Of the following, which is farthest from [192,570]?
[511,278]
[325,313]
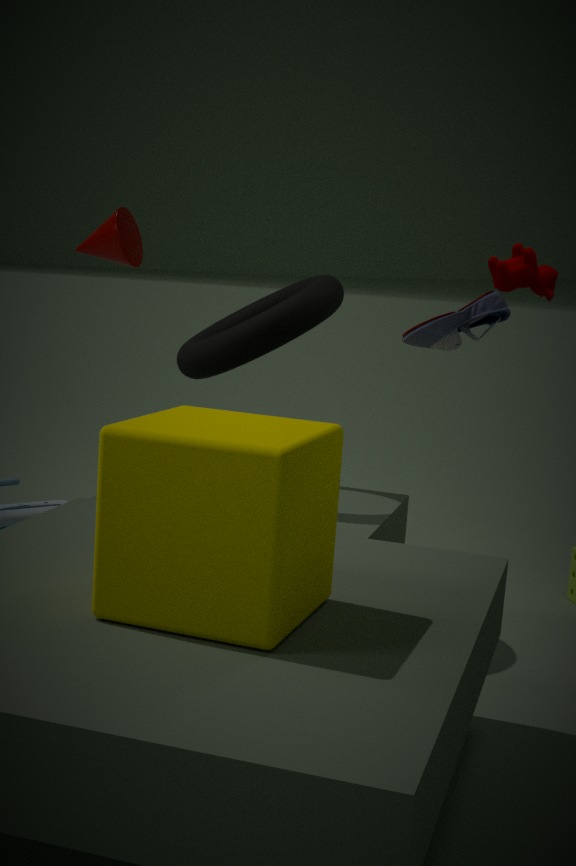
[511,278]
